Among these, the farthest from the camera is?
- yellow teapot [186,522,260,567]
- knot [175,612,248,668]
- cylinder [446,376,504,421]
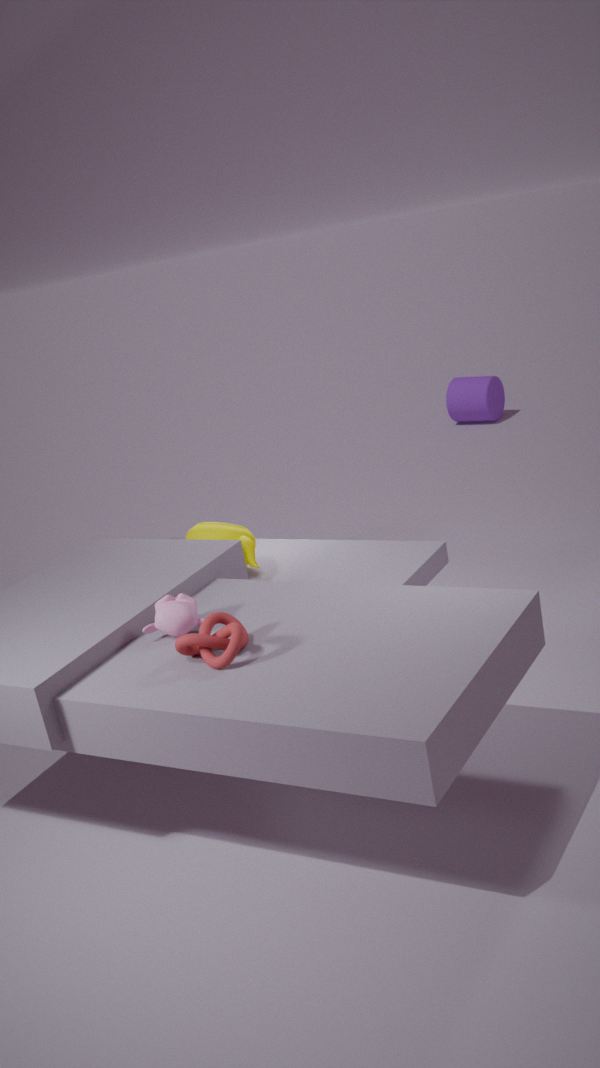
cylinder [446,376,504,421]
